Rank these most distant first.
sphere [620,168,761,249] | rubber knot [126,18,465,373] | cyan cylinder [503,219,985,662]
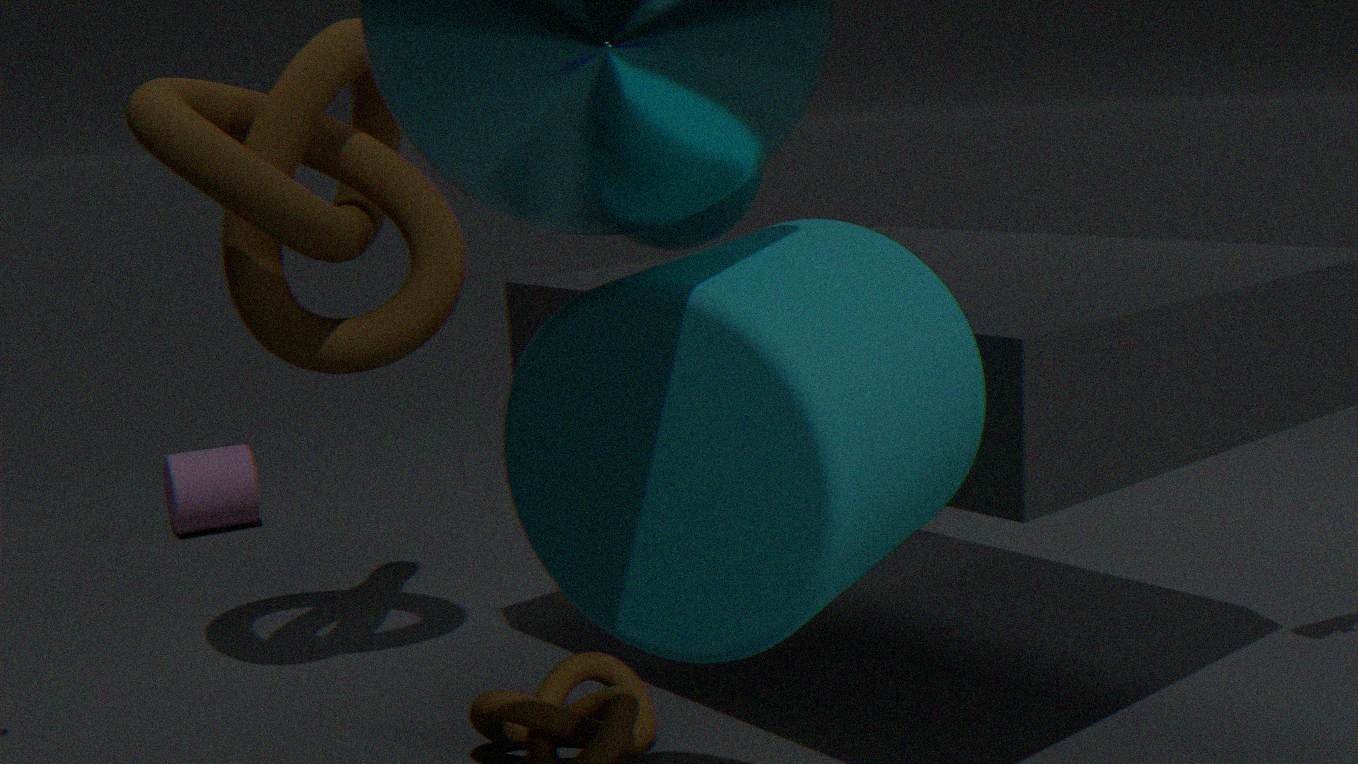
sphere [620,168,761,249] < rubber knot [126,18,465,373] < cyan cylinder [503,219,985,662]
